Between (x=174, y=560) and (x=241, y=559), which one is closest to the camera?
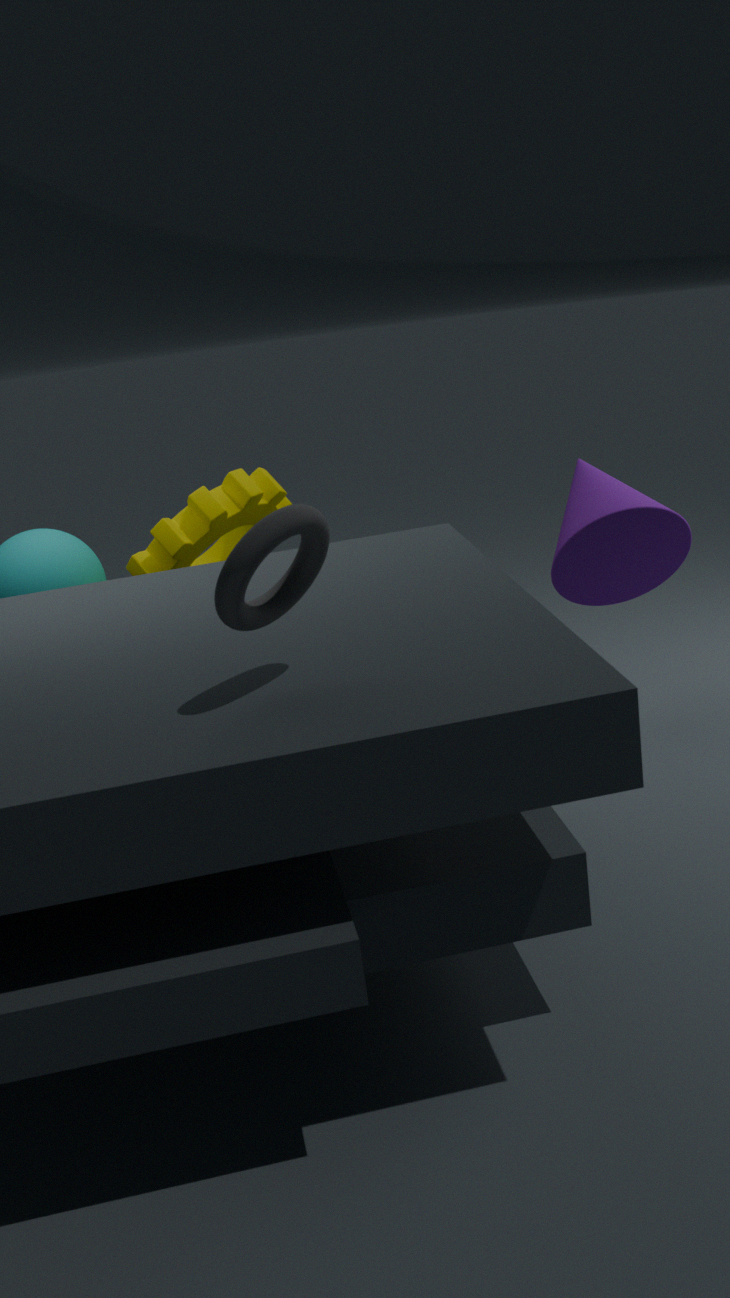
(x=241, y=559)
